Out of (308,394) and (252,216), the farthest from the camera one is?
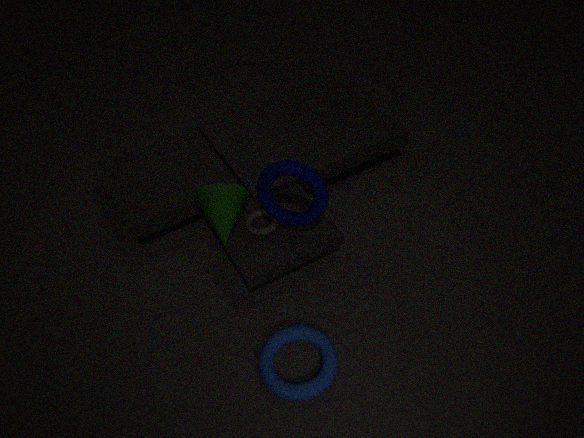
(252,216)
